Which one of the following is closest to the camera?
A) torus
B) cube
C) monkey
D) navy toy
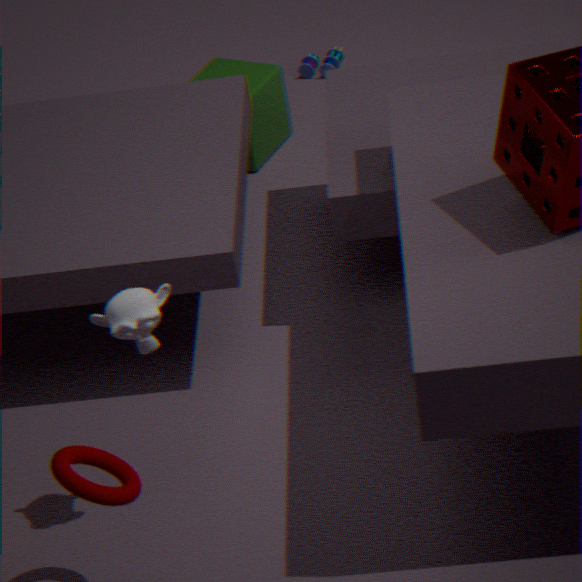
torus
